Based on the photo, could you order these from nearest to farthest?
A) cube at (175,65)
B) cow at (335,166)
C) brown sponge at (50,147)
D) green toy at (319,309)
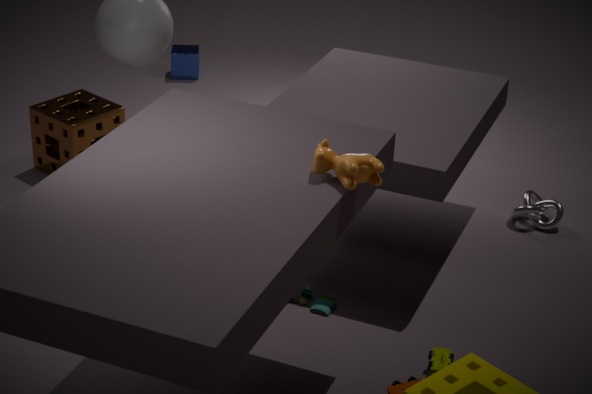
1. cow at (335,166)
2. green toy at (319,309)
3. brown sponge at (50,147)
4. cube at (175,65)
